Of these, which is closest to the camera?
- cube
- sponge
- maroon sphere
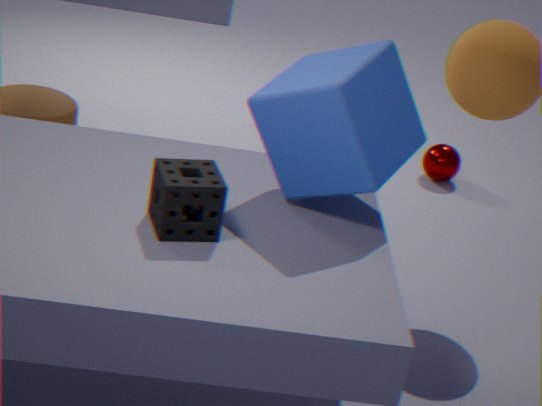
sponge
